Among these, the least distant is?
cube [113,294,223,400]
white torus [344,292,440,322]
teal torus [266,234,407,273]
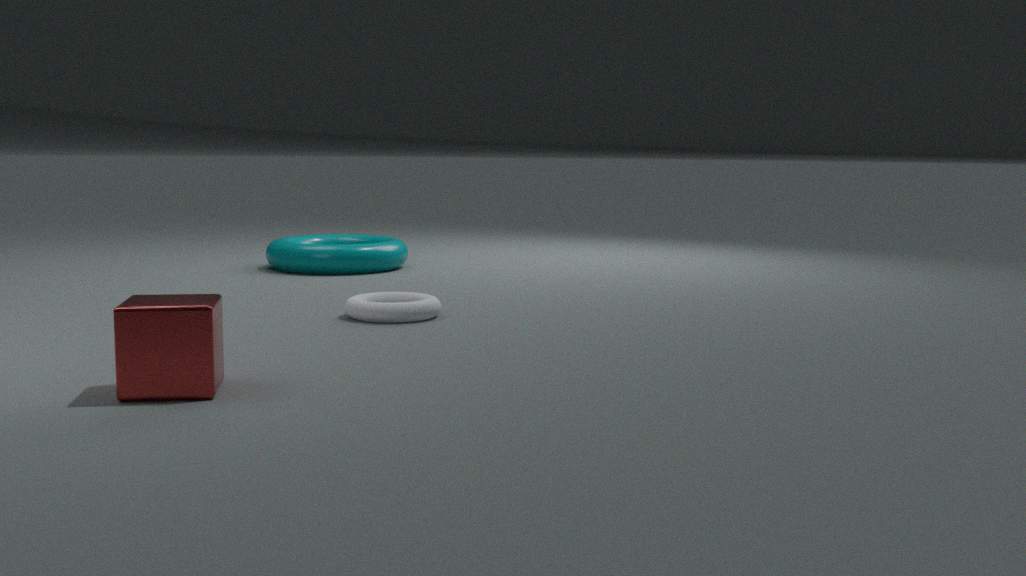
cube [113,294,223,400]
